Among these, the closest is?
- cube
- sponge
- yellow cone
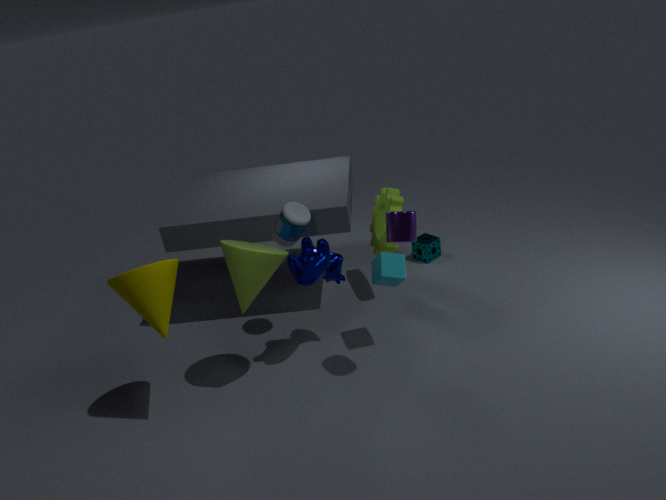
yellow cone
